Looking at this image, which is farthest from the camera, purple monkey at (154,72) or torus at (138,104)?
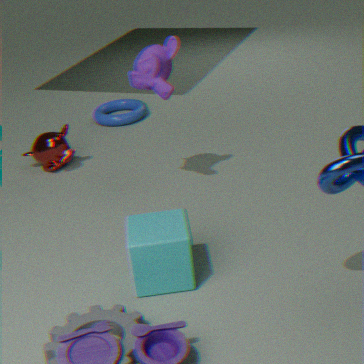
torus at (138,104)
